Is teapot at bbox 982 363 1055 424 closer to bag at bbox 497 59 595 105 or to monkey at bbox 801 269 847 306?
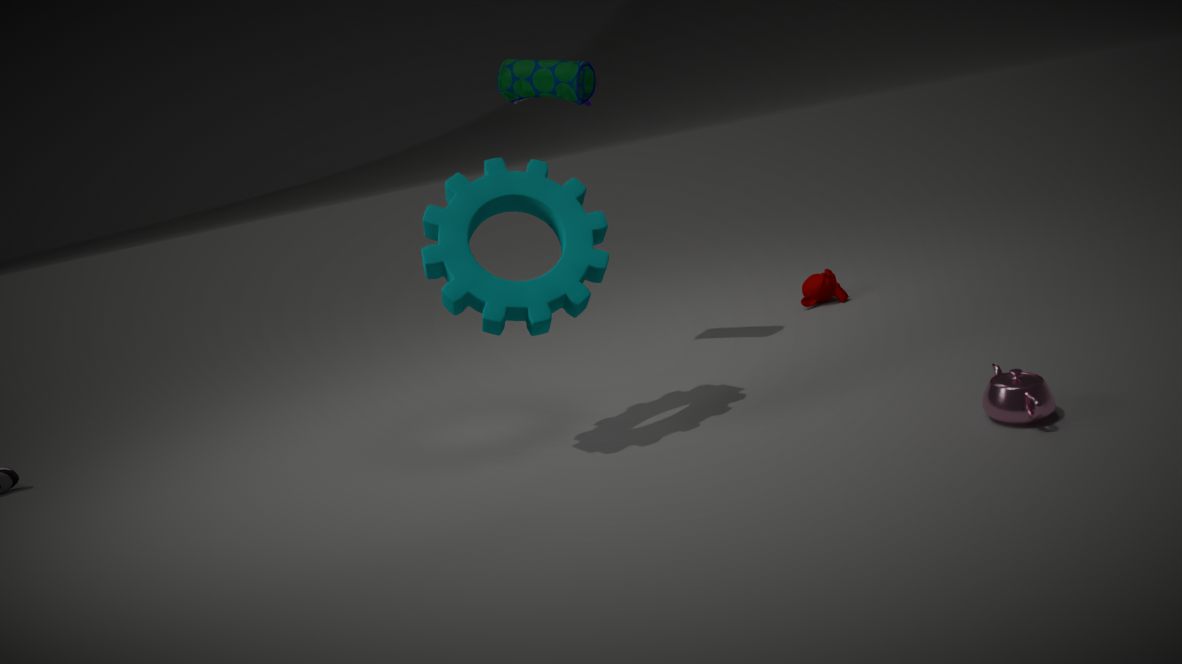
monkey at bbox 801 269 847 306
